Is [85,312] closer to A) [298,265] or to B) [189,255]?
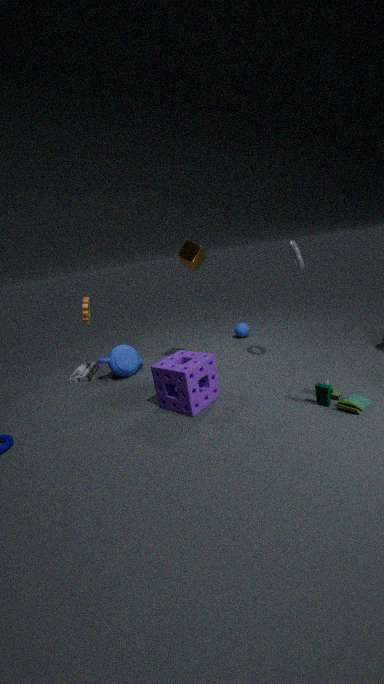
B) [189,255]
